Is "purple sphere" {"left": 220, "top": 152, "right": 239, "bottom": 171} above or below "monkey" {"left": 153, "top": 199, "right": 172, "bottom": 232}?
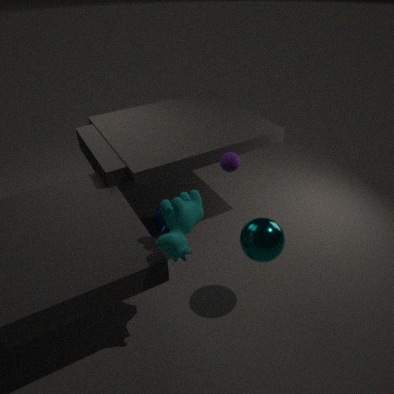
above
